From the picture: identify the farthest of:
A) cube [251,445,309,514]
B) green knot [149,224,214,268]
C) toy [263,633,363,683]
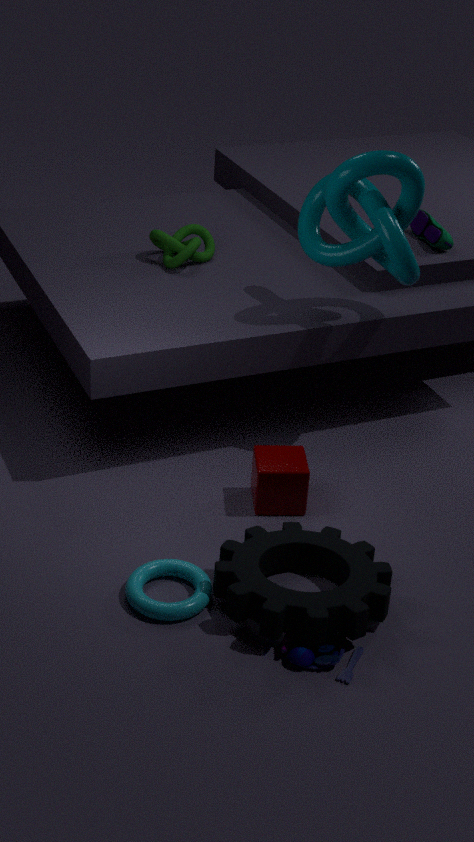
green knot [149,224,214,268]
